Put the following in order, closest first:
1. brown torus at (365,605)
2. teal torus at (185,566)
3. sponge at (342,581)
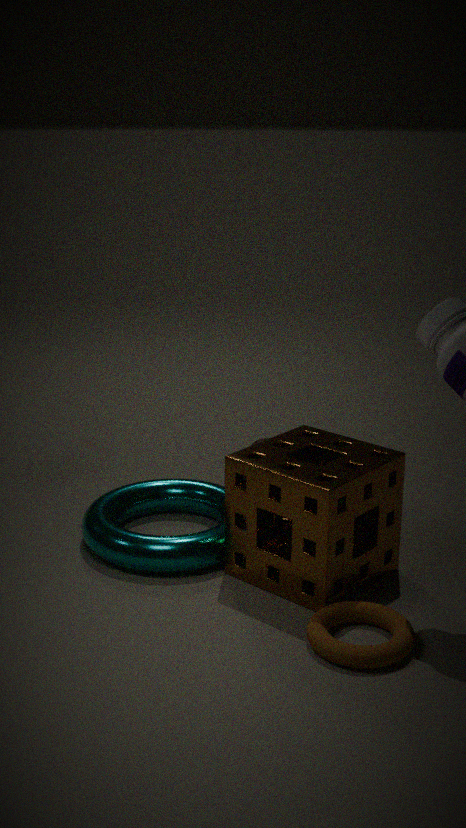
brown torus at (365,605)
sponge at (342,581)
teal torus at (185,566)
